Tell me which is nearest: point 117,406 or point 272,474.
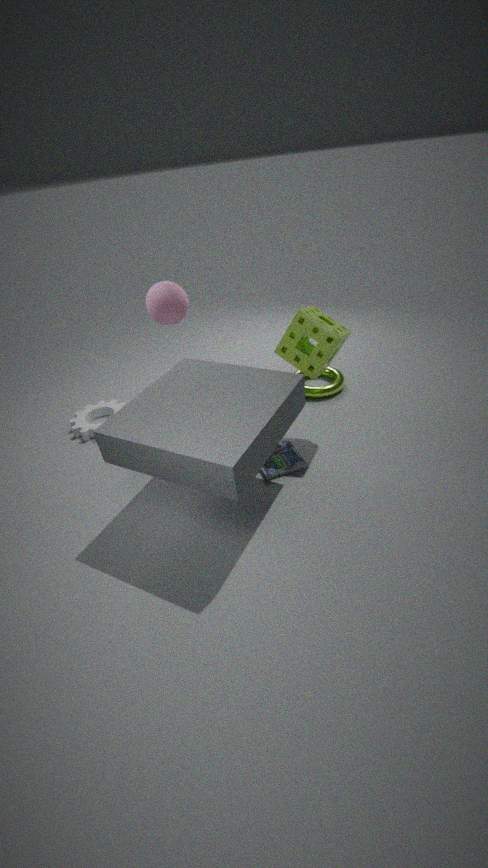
point 272,474
